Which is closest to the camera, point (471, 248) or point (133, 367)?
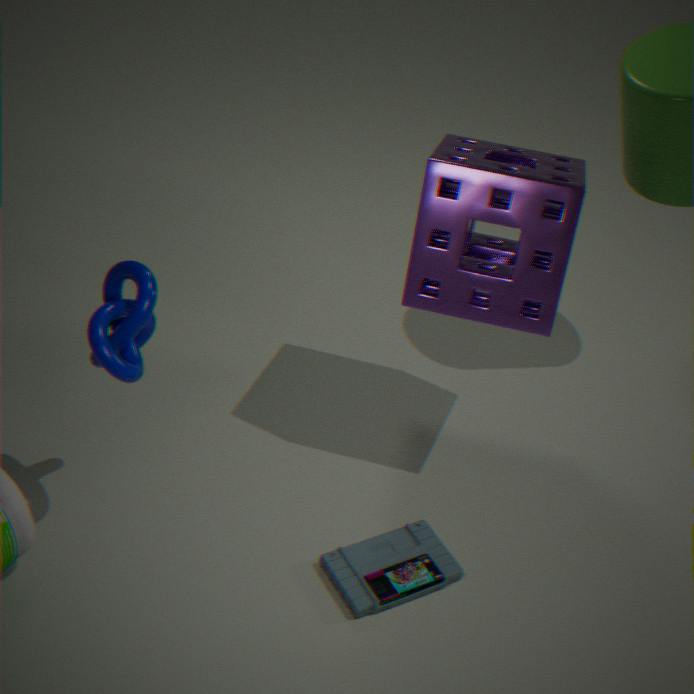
point (133, 367)
